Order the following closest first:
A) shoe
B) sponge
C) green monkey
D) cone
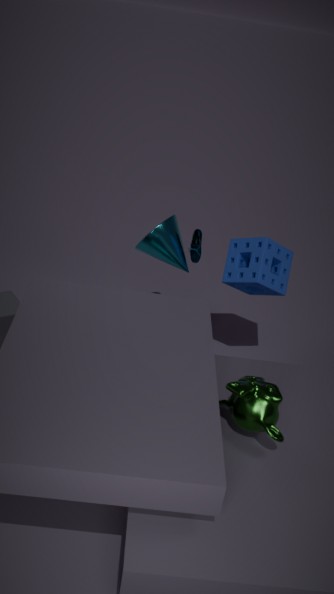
green monkey
sponge
cone
shoe
